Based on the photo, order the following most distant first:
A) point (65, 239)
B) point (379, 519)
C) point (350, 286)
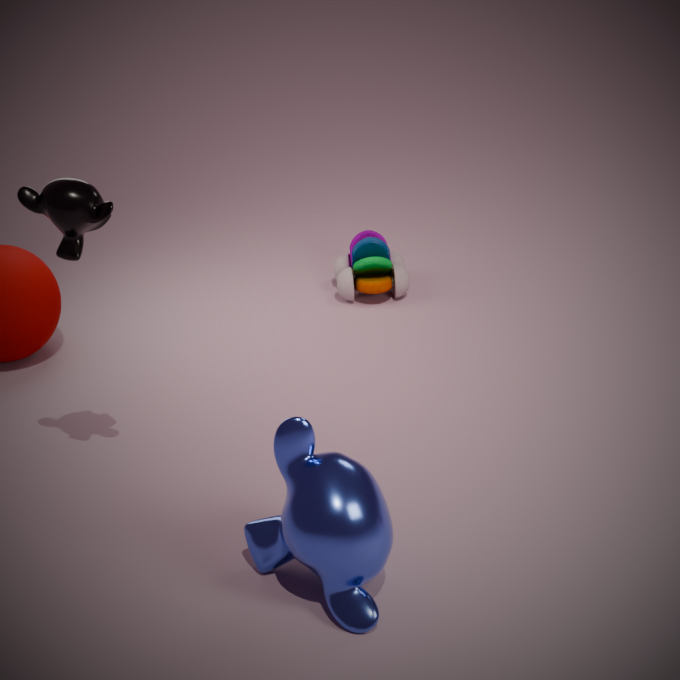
point (350, 286), point (65, 239), point (379, 519)
